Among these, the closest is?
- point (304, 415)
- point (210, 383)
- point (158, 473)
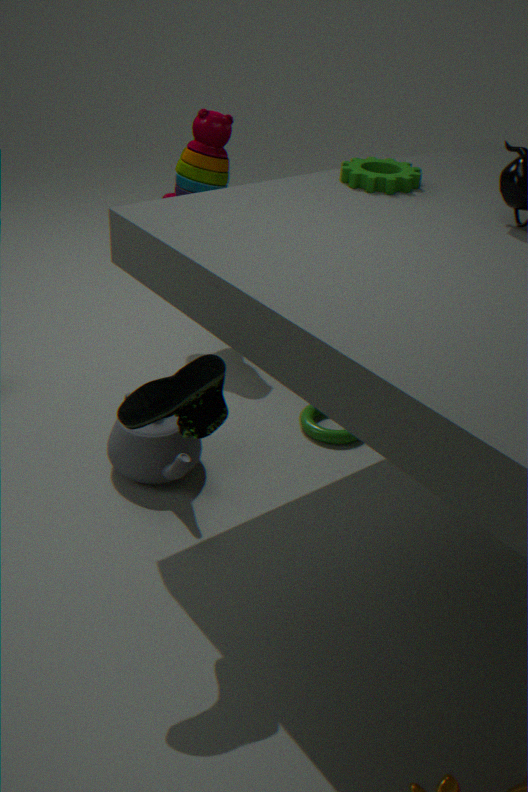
point (210, 383)
